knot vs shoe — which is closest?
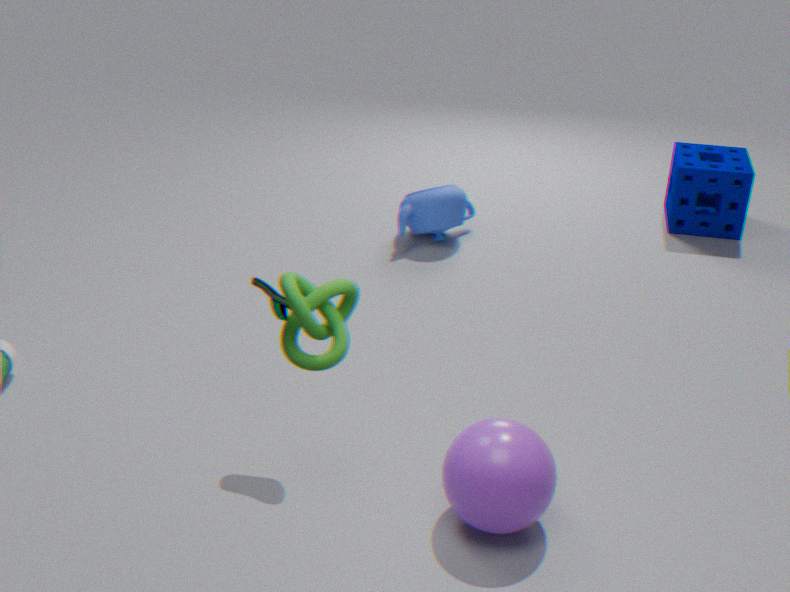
knot
